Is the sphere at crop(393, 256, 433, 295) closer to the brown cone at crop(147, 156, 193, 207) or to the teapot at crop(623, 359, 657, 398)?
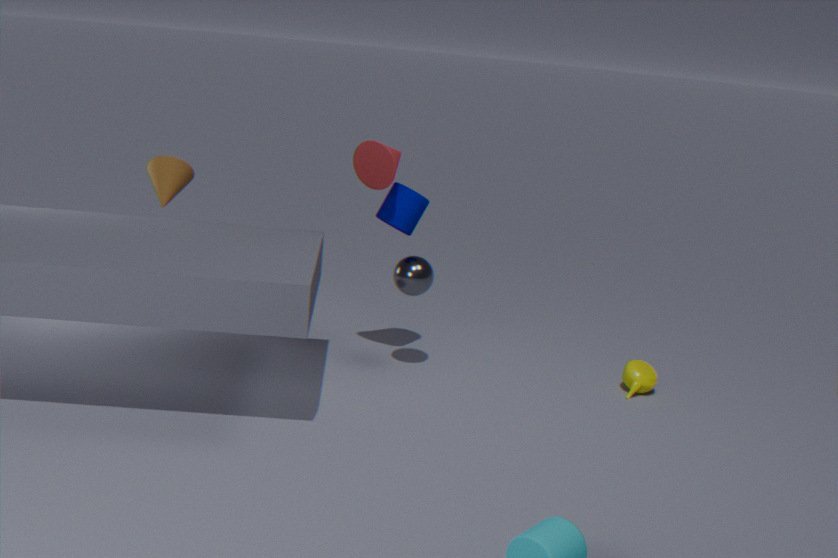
the teapot at crop(623, 359, 657, 398)
